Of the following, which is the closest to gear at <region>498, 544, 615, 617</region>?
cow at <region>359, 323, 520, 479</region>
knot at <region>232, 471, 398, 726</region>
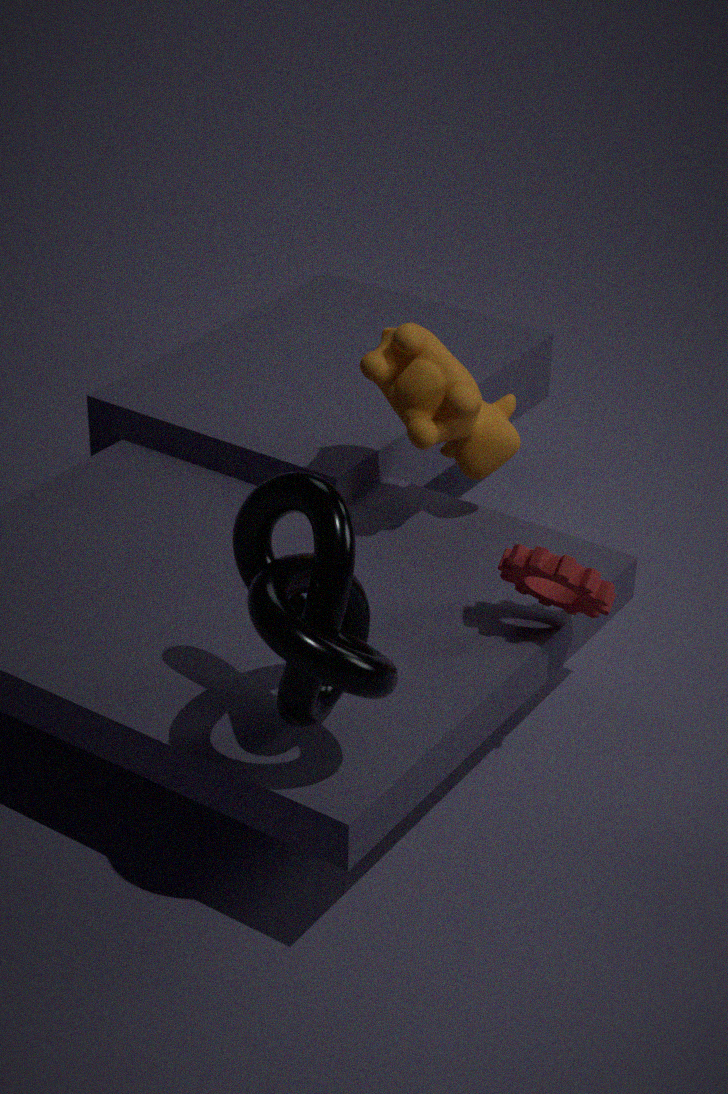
cow at <region>359, 323, 520, 479</region>
